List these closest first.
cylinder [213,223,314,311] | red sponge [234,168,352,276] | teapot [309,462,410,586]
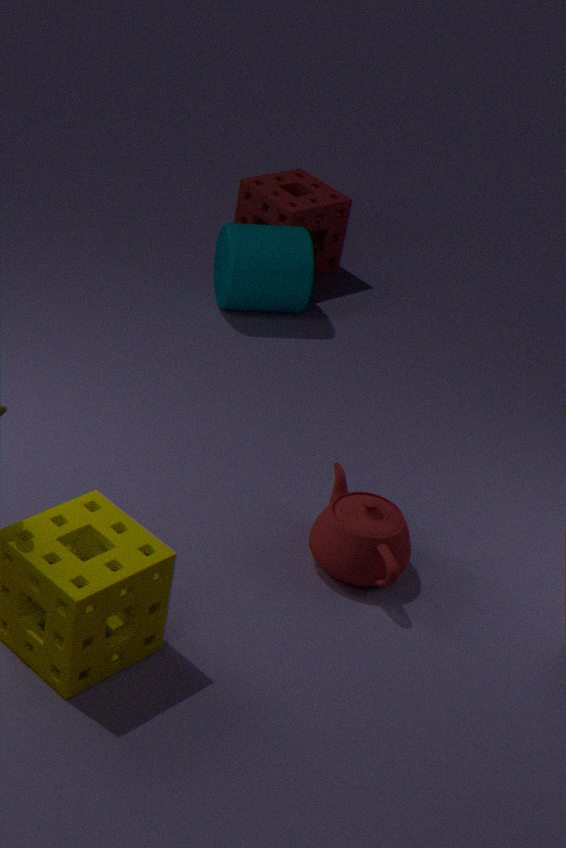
teapot [309,462,410,586], cylinder [213,223,314,311], red sponge [234,168,352,276]
